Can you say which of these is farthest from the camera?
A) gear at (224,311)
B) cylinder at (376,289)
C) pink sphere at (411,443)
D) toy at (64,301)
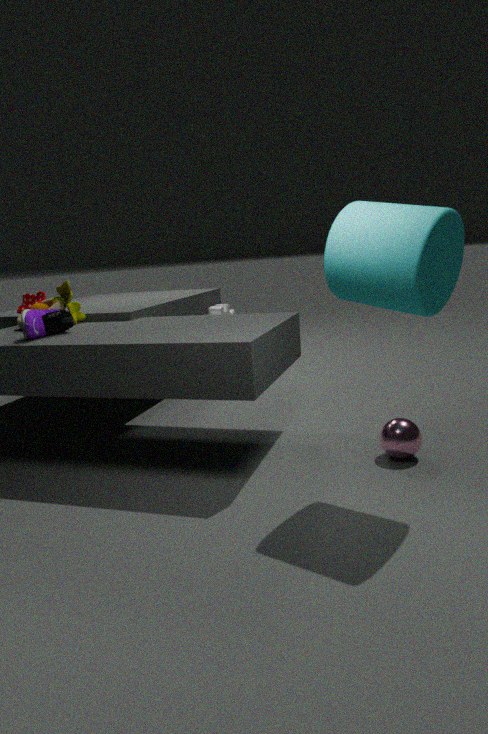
gear at (224,311)
